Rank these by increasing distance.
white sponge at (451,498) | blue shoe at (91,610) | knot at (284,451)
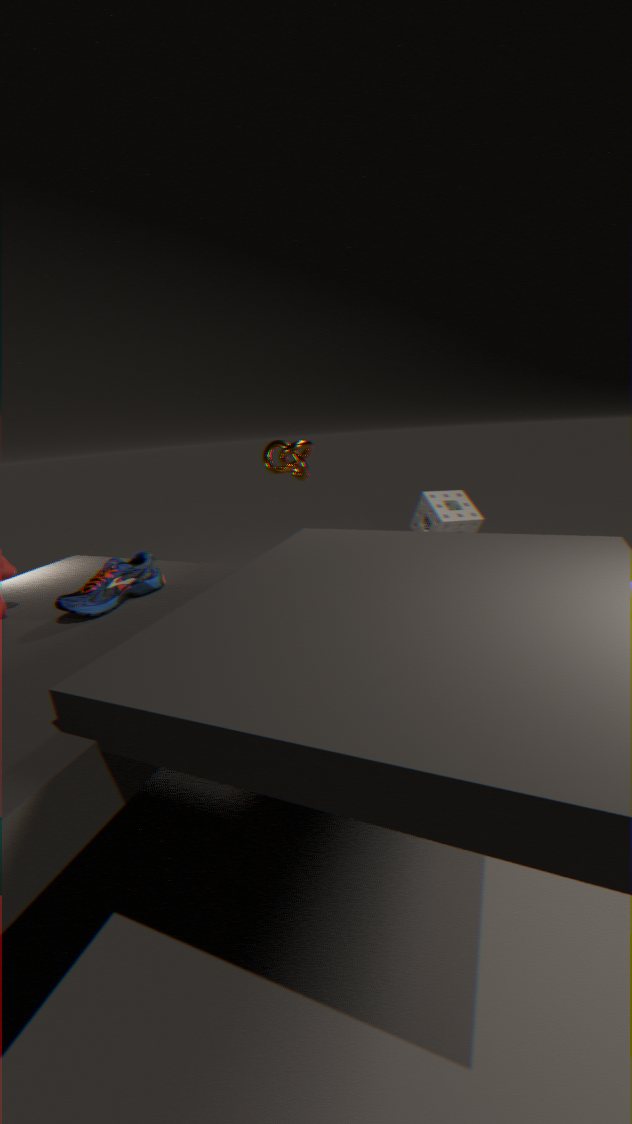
blue shoe at (91,610), knot at (284,451), white sponge at (451,498)
